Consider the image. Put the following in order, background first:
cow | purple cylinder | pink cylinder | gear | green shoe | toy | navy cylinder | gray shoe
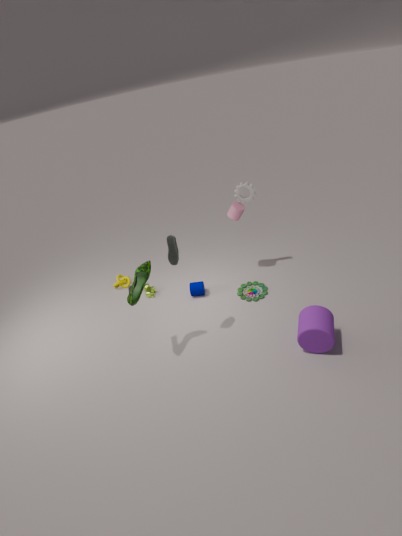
cow
navy cylinder
pink cylinder
gear
toy
gray shoe
green shoe
purple cylinder
